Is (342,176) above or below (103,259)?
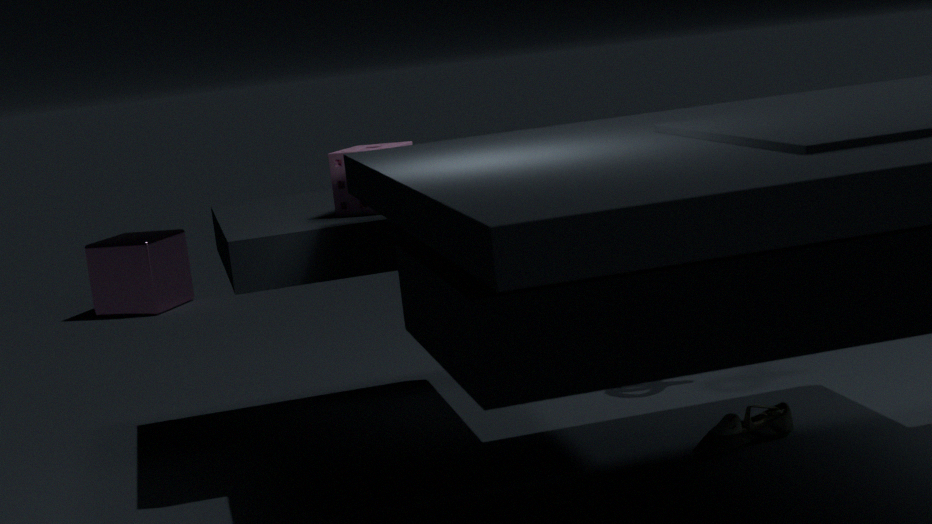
above
